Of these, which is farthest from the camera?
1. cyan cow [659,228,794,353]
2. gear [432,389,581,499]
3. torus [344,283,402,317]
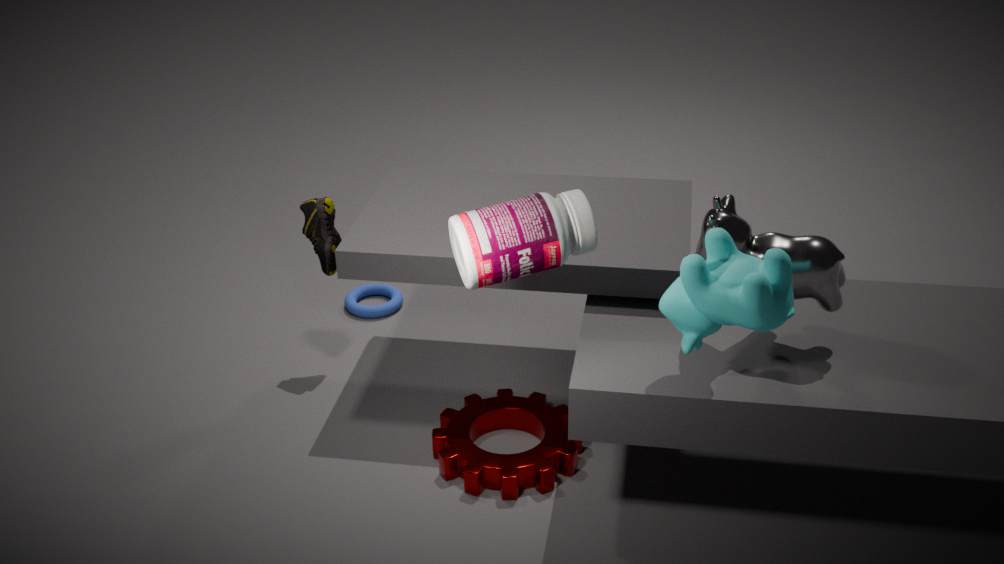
torus [344,283,402,317]
